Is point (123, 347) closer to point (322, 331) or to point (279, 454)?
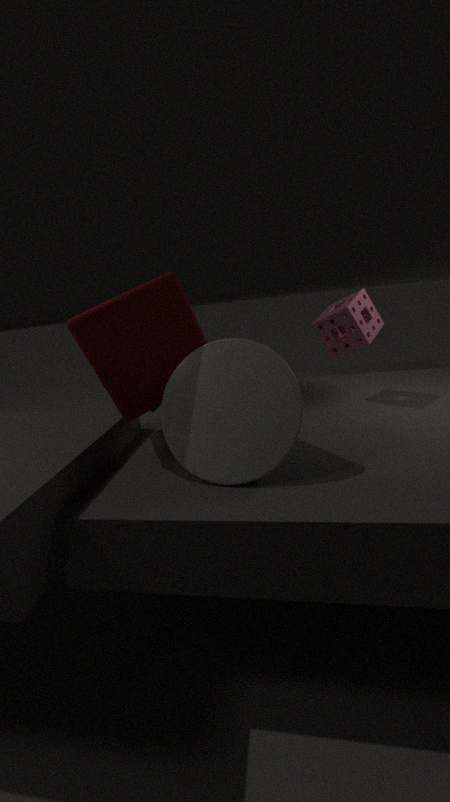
point (279, 454)
